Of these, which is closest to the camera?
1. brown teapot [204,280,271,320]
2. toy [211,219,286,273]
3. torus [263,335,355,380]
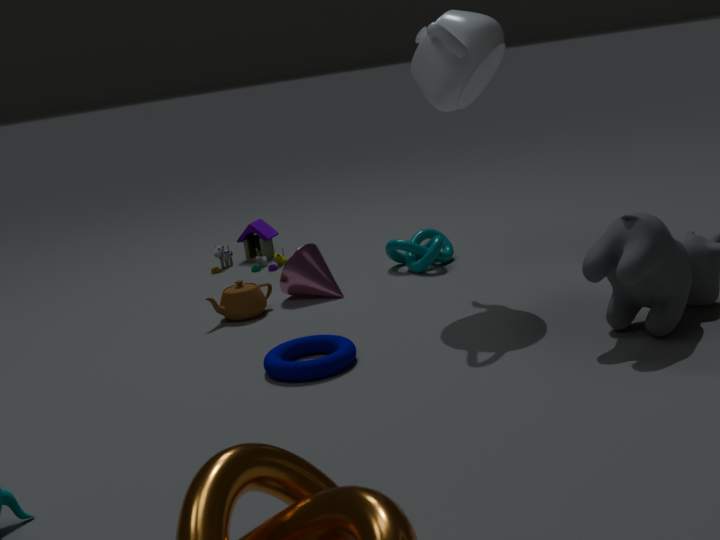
torus [263,335,355,380]
